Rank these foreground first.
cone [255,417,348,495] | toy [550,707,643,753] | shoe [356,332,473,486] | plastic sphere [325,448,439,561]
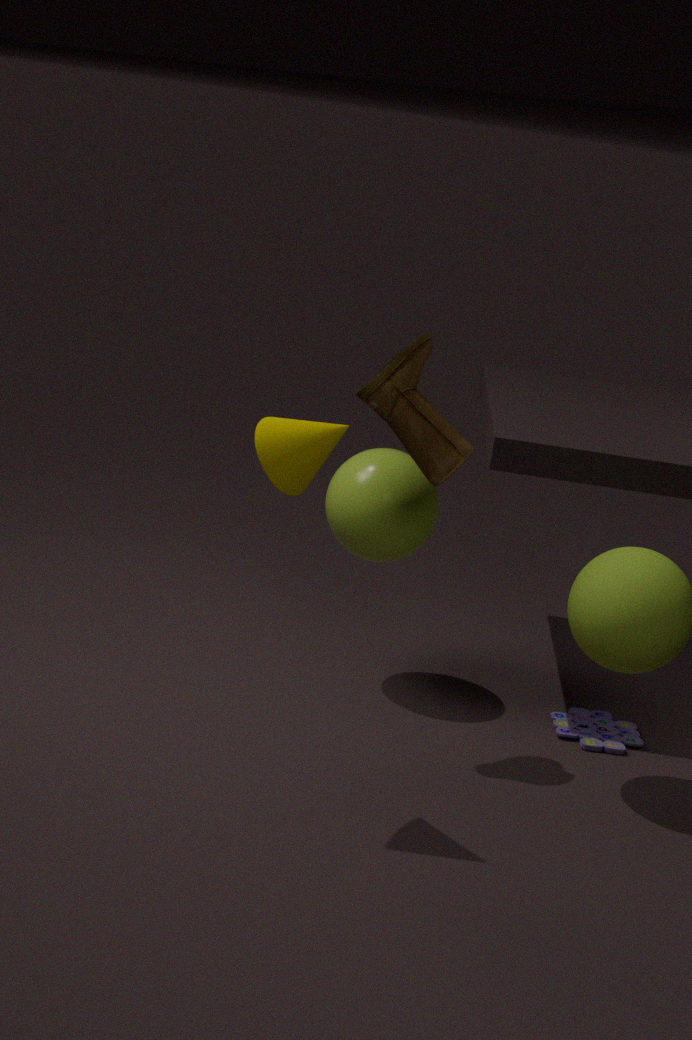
cone [255,417,348,495] → shoe [356,332,473,486] → plastic sphere [325,448,439,561] → toy [550,707,643,753]
